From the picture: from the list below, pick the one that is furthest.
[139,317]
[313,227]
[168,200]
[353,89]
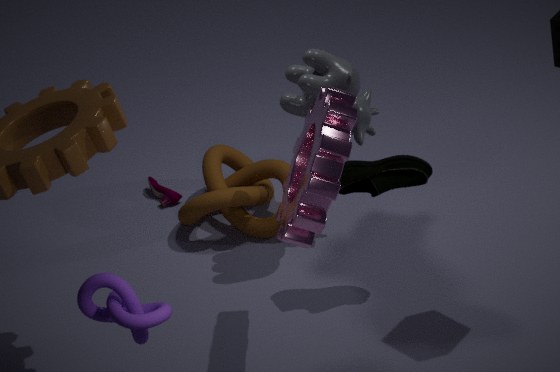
[168,200]
